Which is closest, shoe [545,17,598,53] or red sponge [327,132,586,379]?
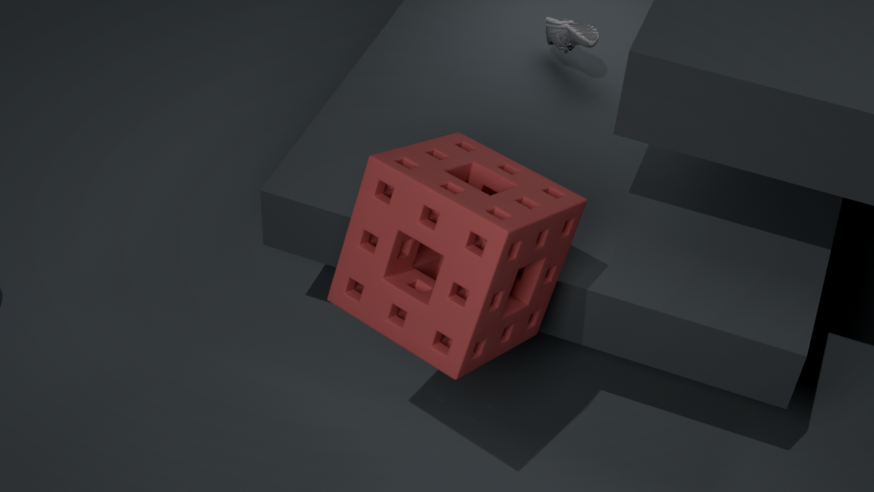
red sponge [327,132,586,379]
